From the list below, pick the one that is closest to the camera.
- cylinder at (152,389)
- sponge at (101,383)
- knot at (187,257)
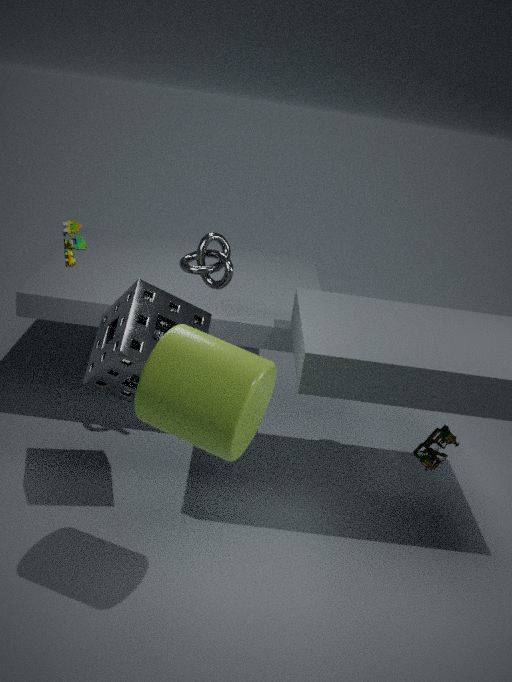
cylinder at (152,389)
